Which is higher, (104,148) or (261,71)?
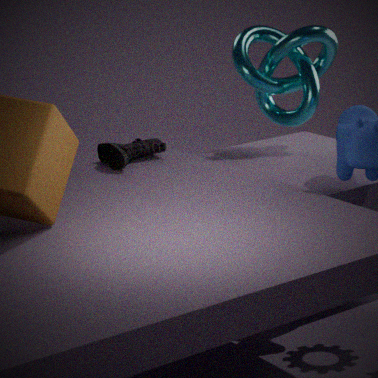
(261,71)
